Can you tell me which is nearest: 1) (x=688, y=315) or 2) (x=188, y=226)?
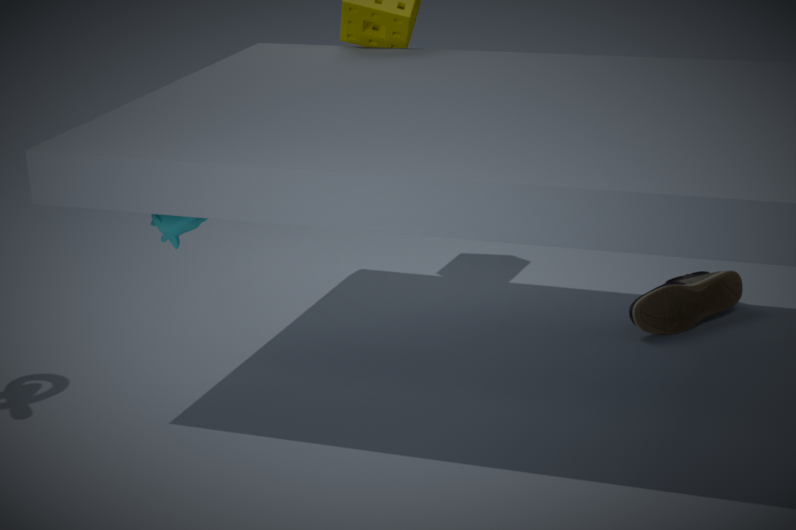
2. (x=188, y=226)
